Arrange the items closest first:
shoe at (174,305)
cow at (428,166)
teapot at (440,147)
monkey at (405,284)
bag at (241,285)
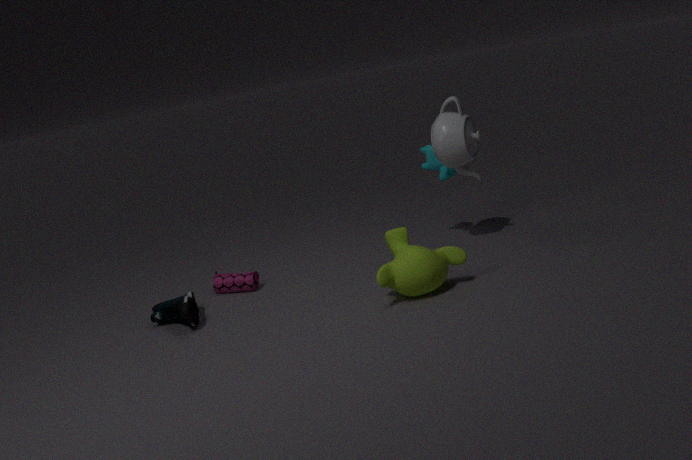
monkey at (405,284) < shoe at (174,305) < teapot at (440,147) < bag at (241,285) < cow at (428,166)
